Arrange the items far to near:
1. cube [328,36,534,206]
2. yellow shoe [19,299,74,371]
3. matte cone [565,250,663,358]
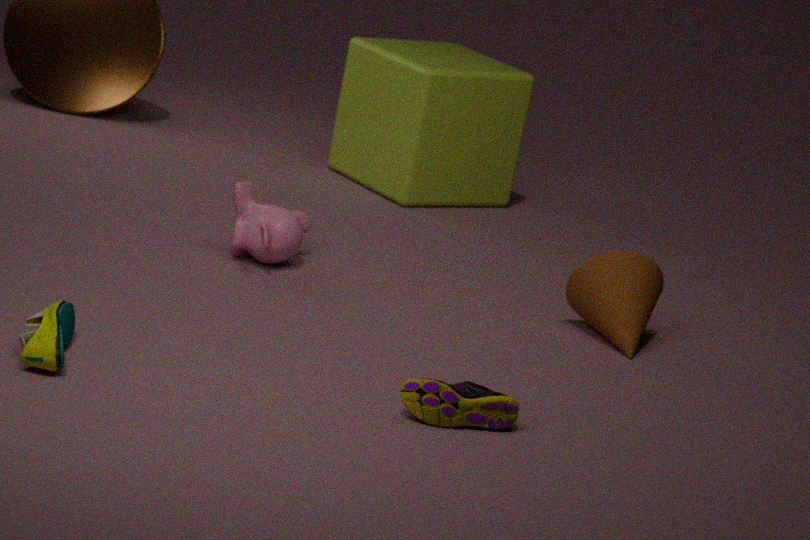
cube [328,36,534,206] < matte cone [565,250,663,358] < yellow shoe [19,299,74,371]
